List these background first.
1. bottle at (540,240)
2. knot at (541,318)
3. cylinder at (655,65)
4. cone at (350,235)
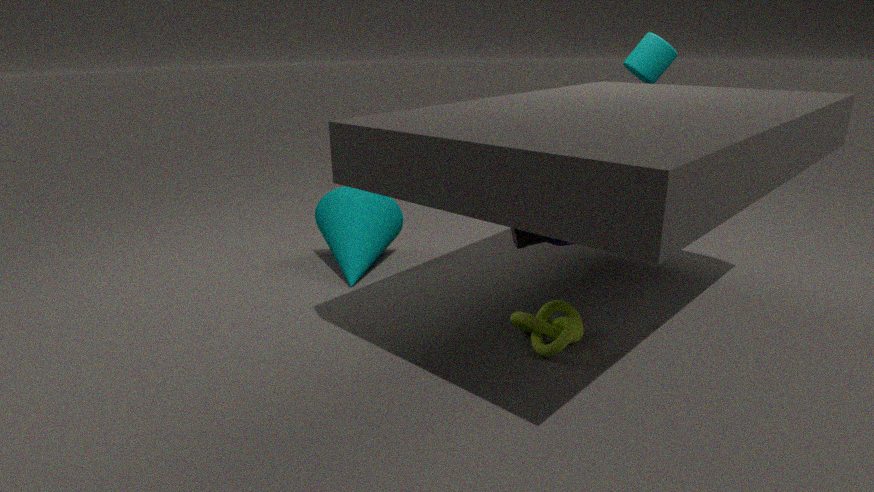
1. cylinder at (655,65)
2. cone at (350,235)
3. knot at (541,318)
4. bottle at (540,240)
